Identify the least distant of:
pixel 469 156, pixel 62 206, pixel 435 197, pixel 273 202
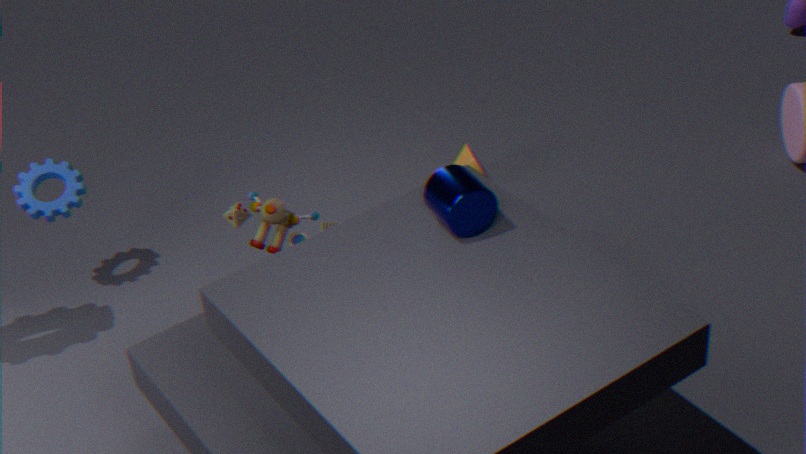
pixel 435 197
